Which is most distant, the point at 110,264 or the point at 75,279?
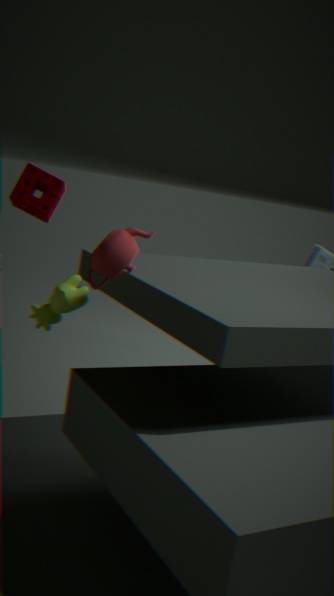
the point at 75,279
